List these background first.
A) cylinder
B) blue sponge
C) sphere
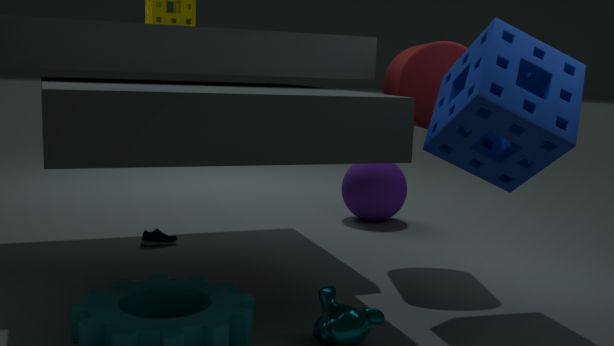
sphere < cylinder < blue sponge
